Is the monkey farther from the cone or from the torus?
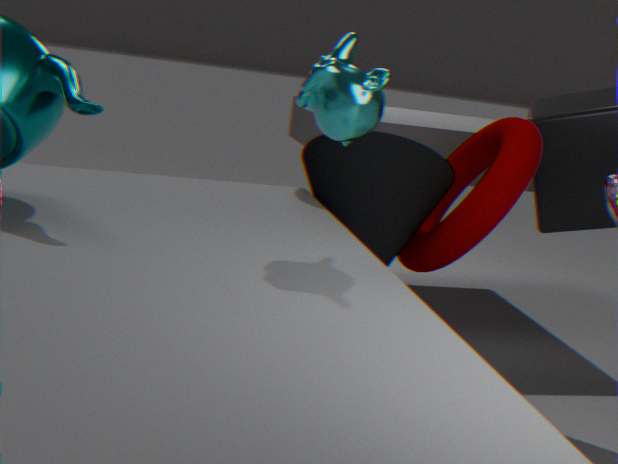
the torus
